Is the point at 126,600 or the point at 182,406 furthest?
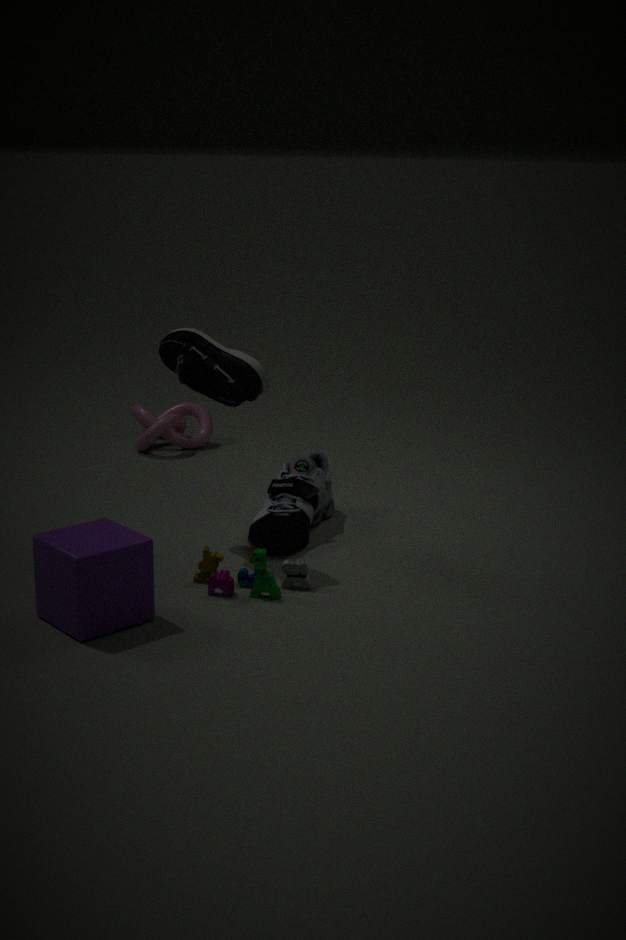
the point at 182,406
